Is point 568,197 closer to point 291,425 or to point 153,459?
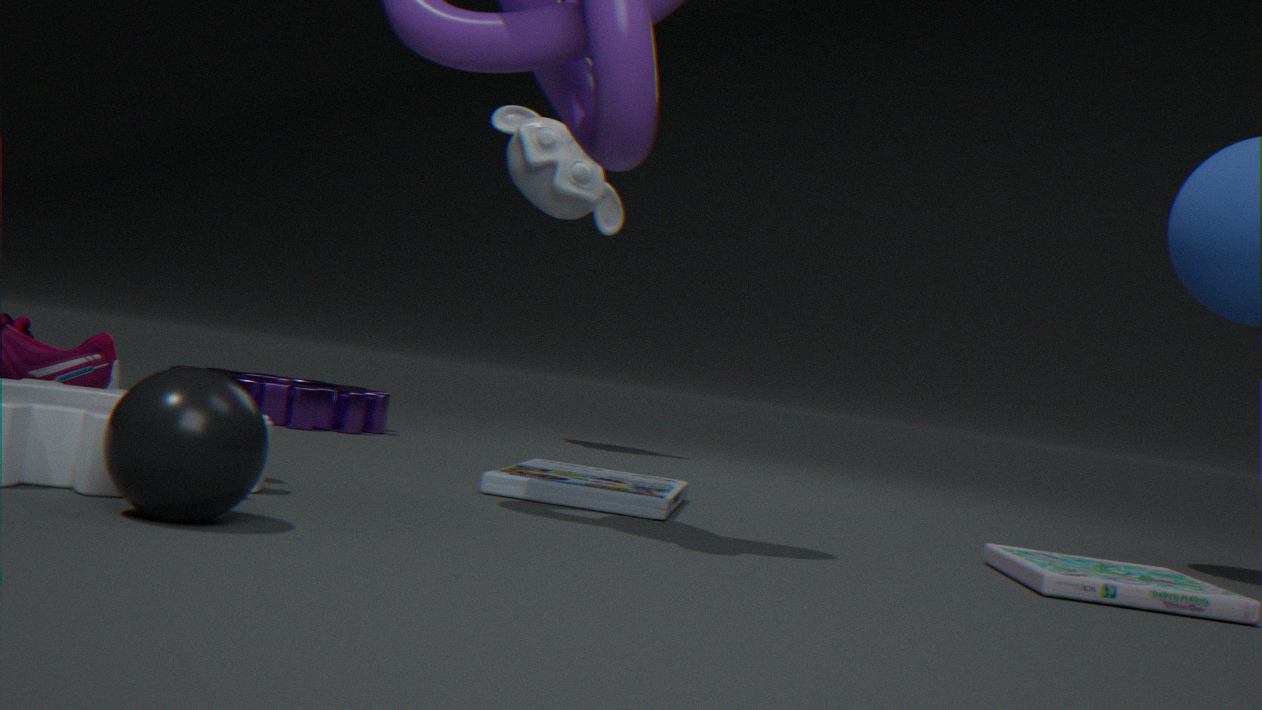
point 291,425
